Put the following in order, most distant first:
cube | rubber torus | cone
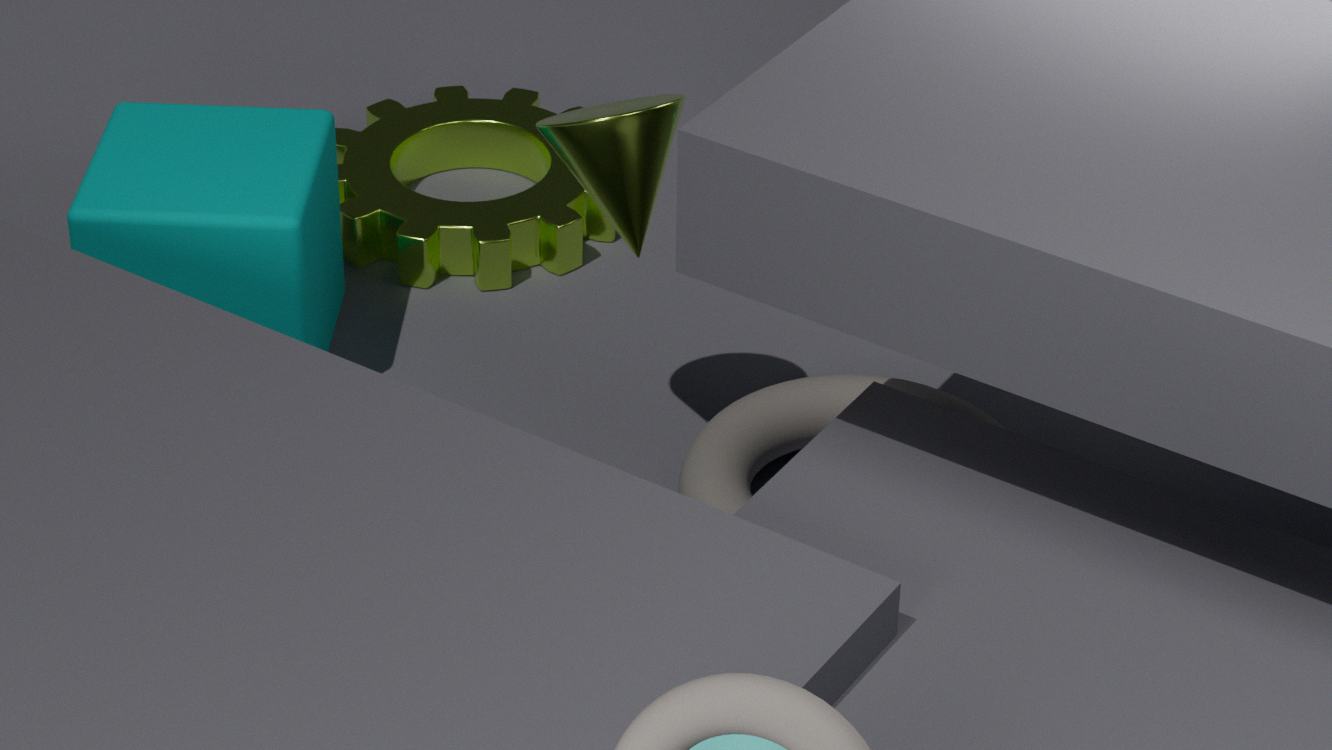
cube < rubber torus < cone
